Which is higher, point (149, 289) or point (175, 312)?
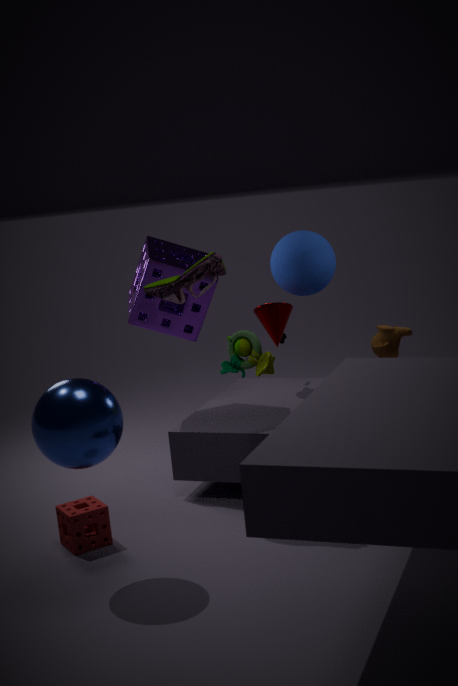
point (149, 289)
